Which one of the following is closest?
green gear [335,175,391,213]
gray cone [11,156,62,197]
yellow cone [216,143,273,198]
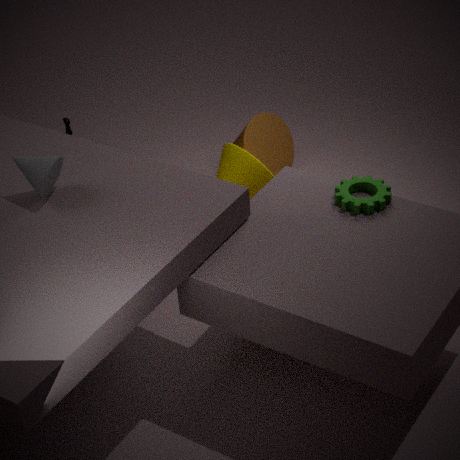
gray cone [11,156,62,197]
